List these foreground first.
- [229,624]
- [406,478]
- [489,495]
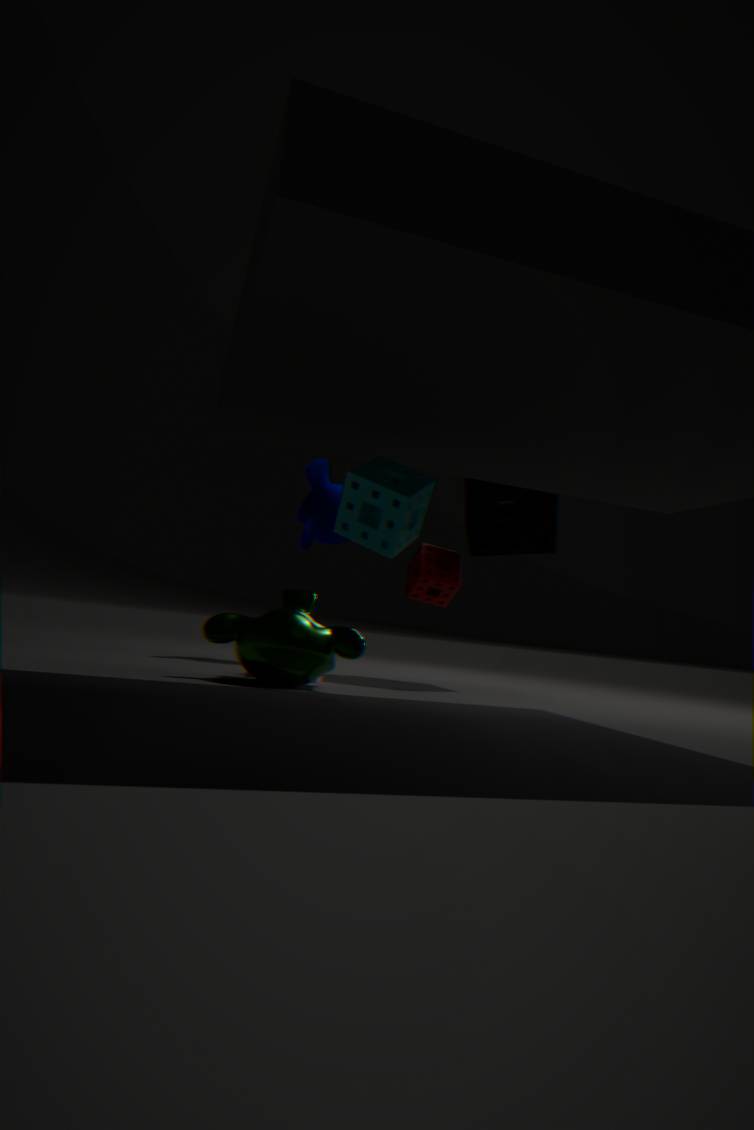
[406,478], [229,624], [489,495]
